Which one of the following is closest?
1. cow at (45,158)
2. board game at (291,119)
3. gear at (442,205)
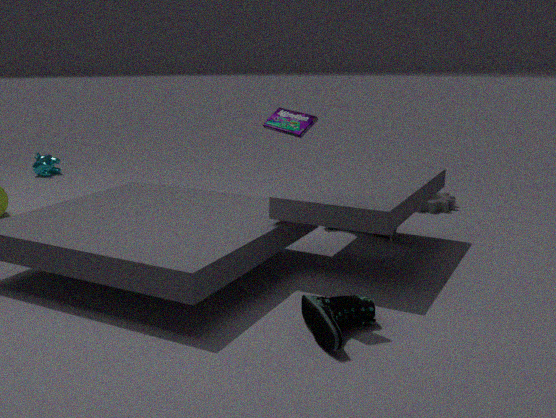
board game at (291,119)
